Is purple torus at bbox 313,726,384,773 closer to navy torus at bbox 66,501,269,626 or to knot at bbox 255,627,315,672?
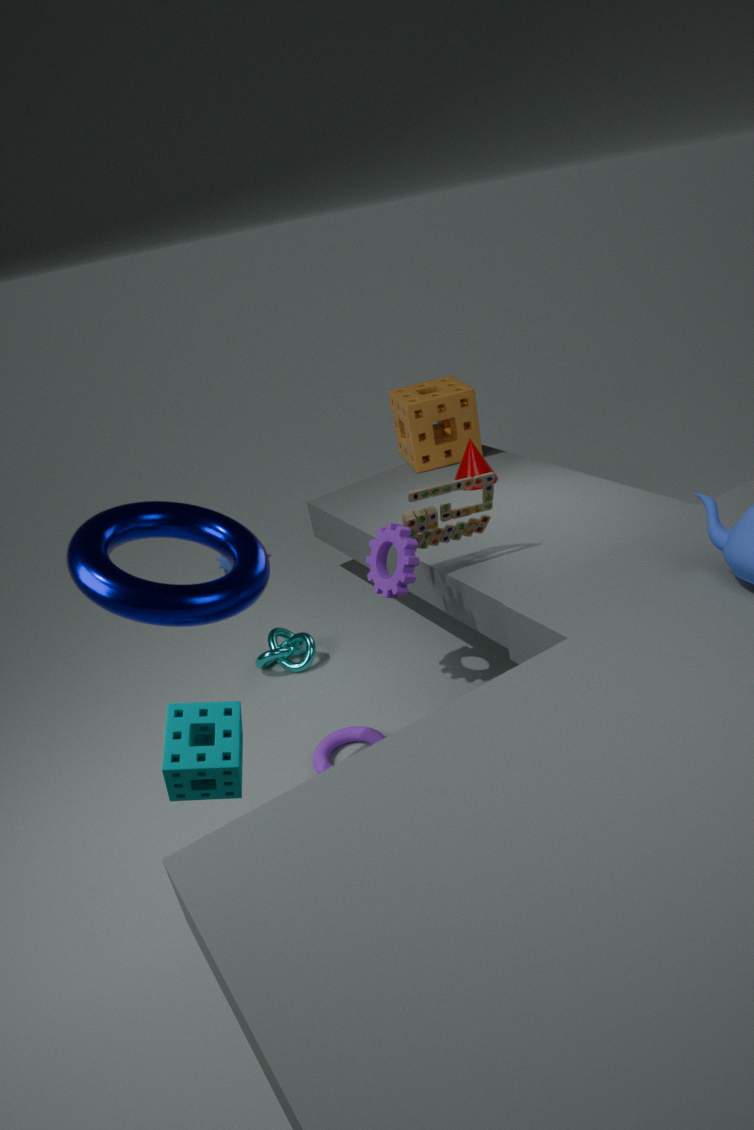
knot at bbox 255,627,315,672
